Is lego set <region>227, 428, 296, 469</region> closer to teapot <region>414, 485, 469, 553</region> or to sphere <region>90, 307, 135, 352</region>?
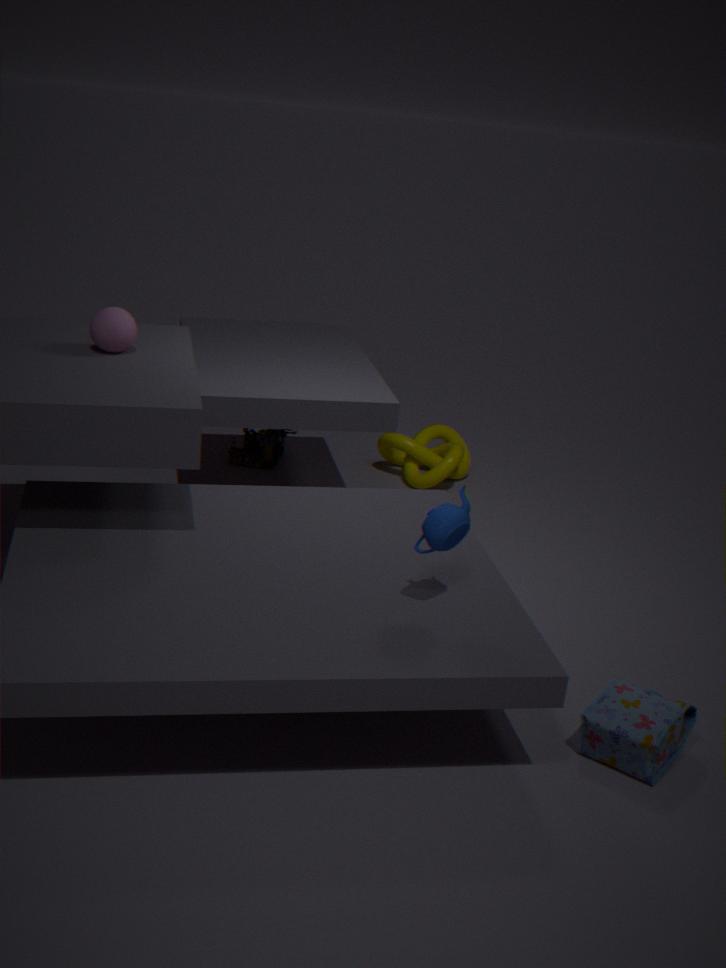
sphere <region>90, 307, 135, 352</region>
